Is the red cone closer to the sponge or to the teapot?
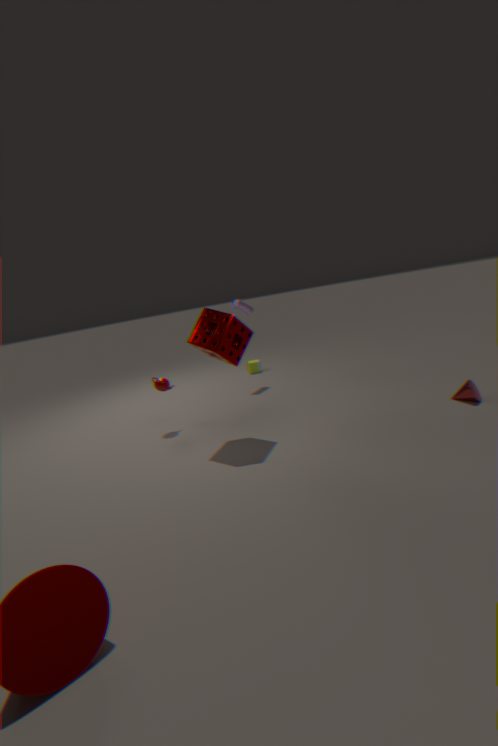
the sponge
